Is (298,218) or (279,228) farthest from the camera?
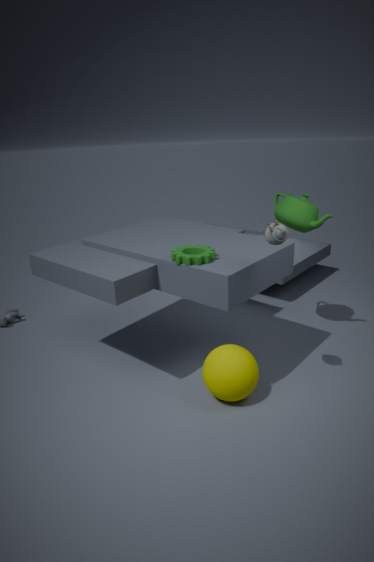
(298,218)
